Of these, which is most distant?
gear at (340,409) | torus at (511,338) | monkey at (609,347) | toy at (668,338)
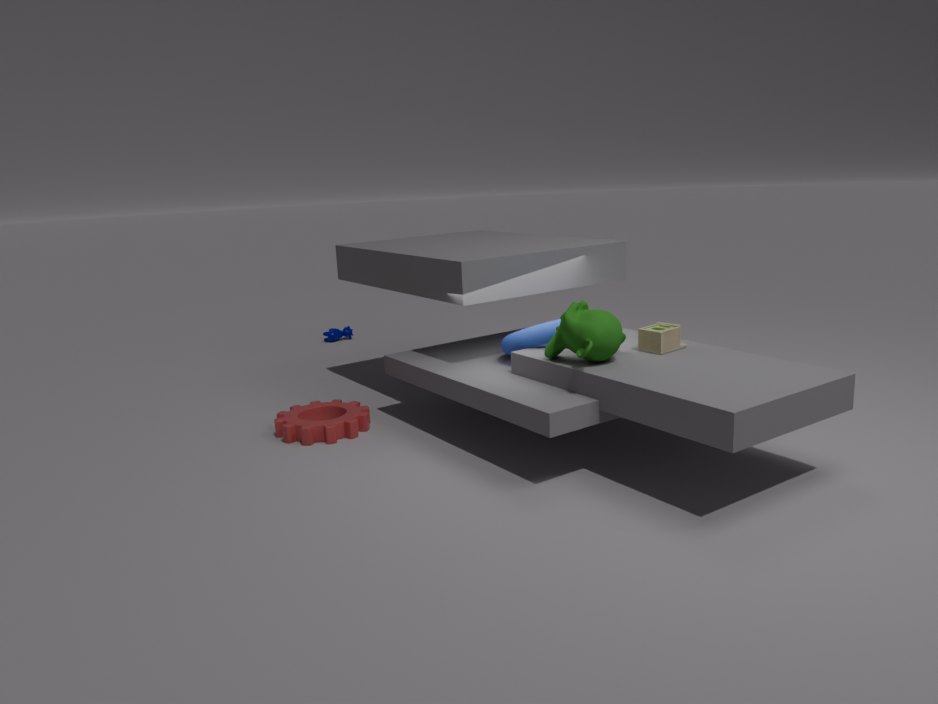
gear at (340,409)
